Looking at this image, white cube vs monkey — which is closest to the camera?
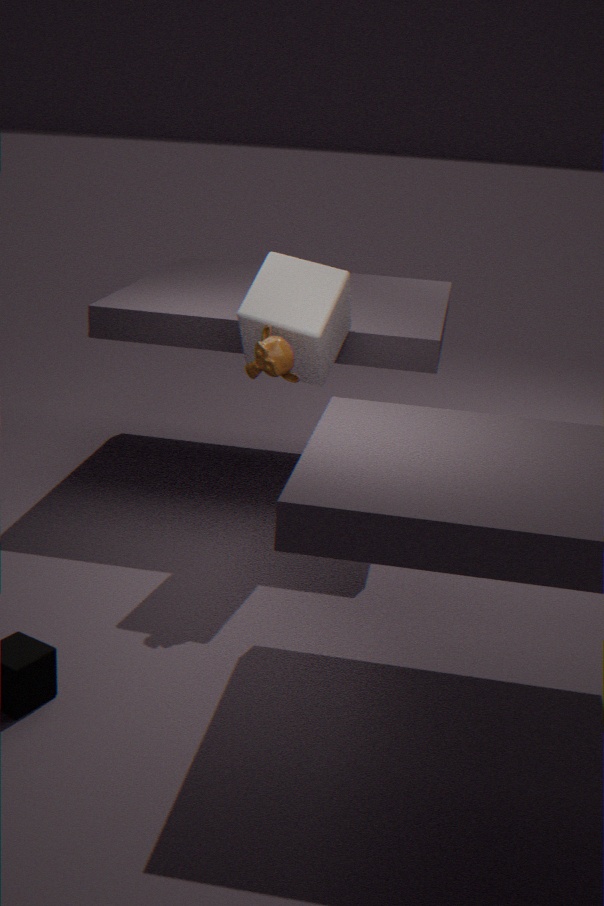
monkey
